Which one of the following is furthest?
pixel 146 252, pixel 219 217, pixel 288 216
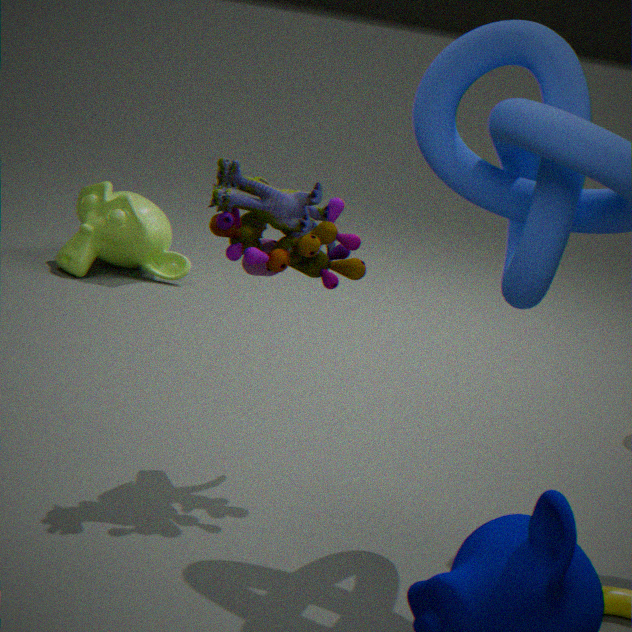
pixel 146 252
